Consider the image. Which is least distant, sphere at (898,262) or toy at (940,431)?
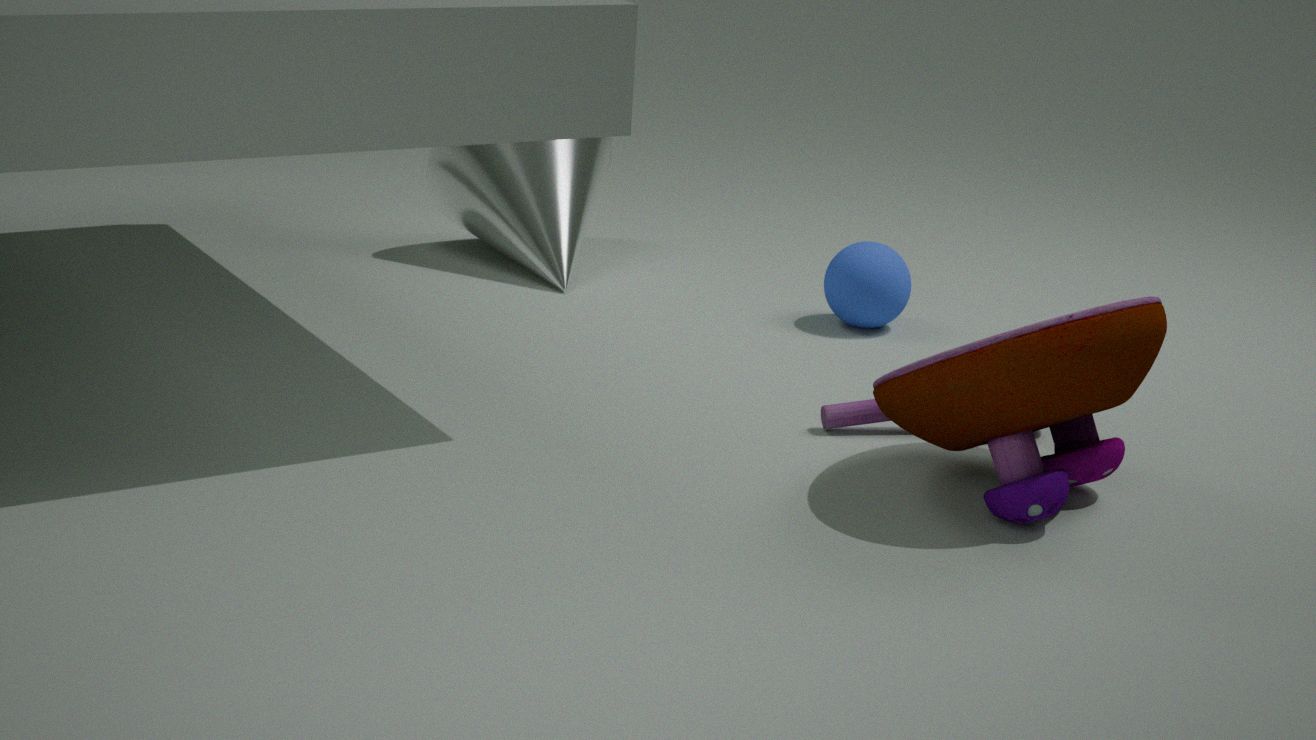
toy at (940,431)
